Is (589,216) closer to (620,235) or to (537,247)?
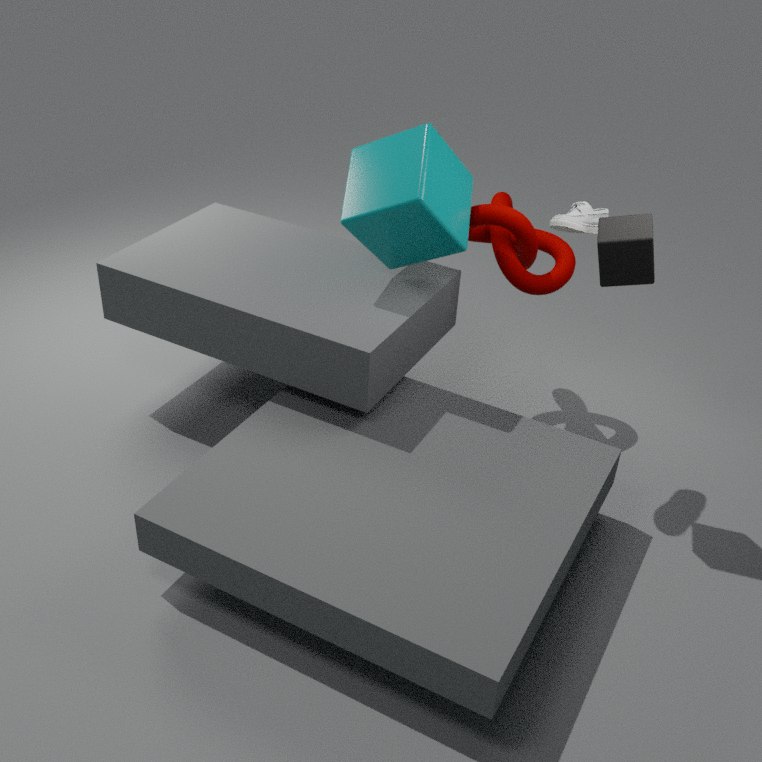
(620,235)
